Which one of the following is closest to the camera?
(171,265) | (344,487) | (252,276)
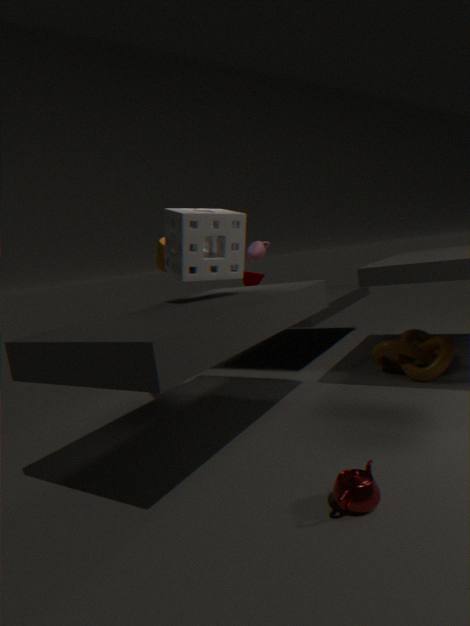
(344,487)
